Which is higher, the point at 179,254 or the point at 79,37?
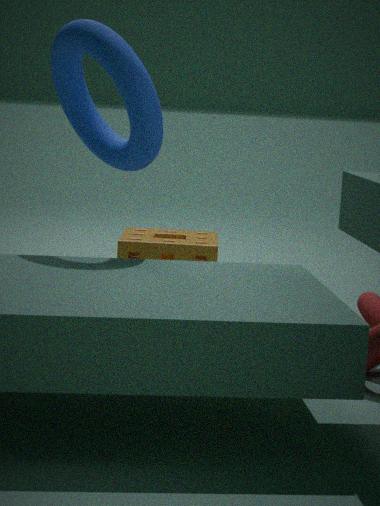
the point at 79,37
